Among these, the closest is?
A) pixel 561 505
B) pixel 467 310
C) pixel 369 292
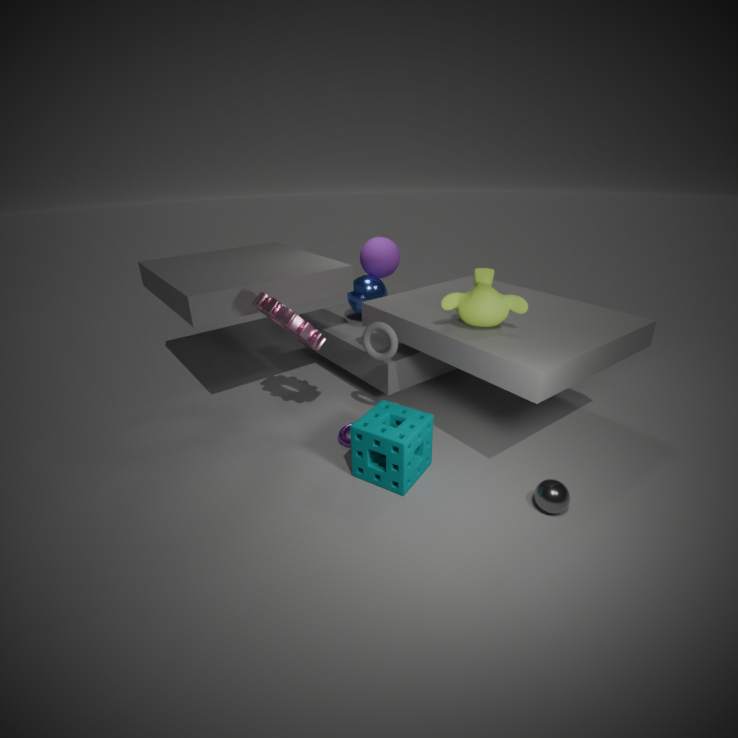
pixel 561 505
